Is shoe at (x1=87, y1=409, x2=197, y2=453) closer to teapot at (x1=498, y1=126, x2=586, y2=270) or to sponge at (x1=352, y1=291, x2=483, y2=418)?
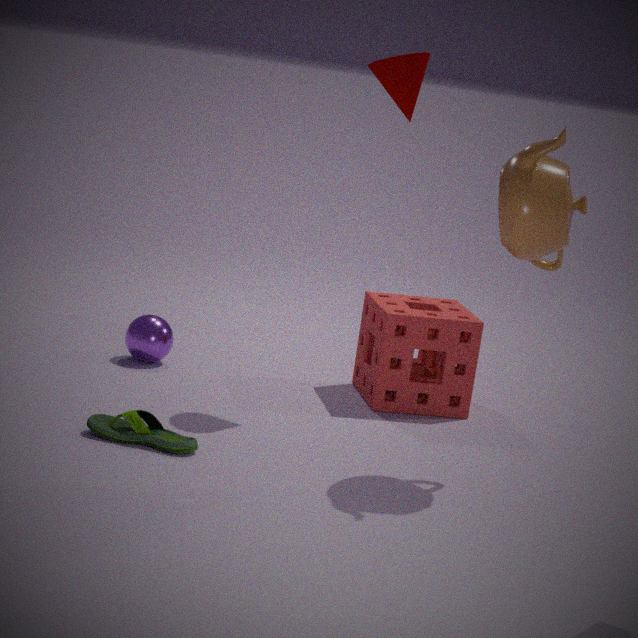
sponge at (x1=352, y1=291, x2=483, y2=418)
